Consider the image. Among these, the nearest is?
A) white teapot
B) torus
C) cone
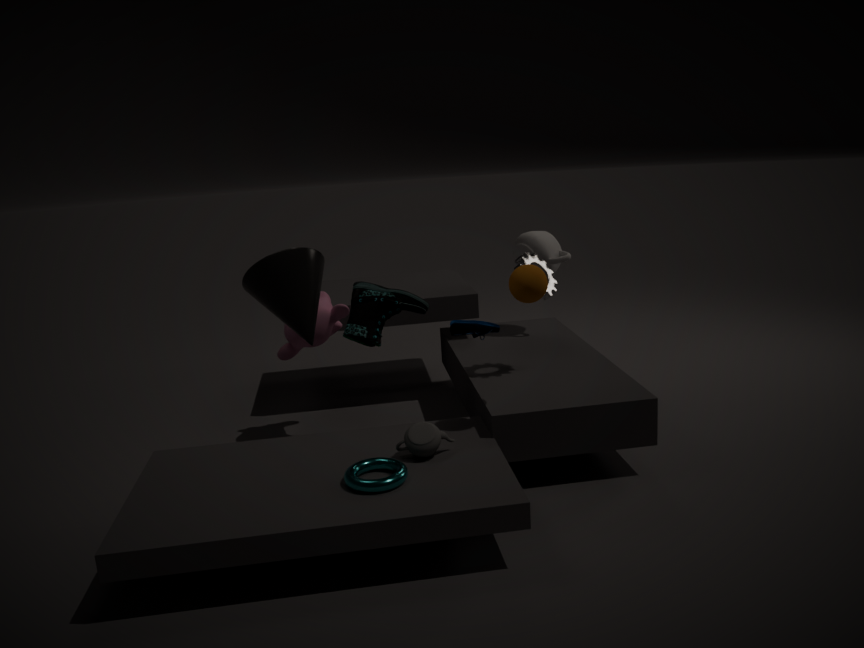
torus
